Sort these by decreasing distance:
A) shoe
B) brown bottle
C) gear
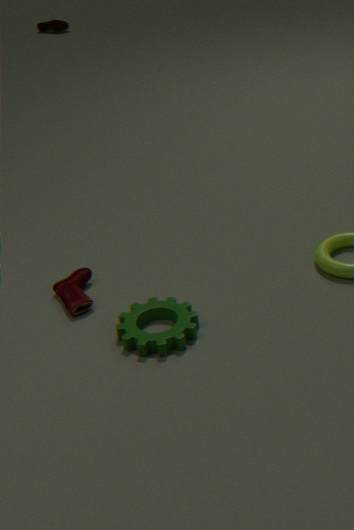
brown bottle
shoe
gear
